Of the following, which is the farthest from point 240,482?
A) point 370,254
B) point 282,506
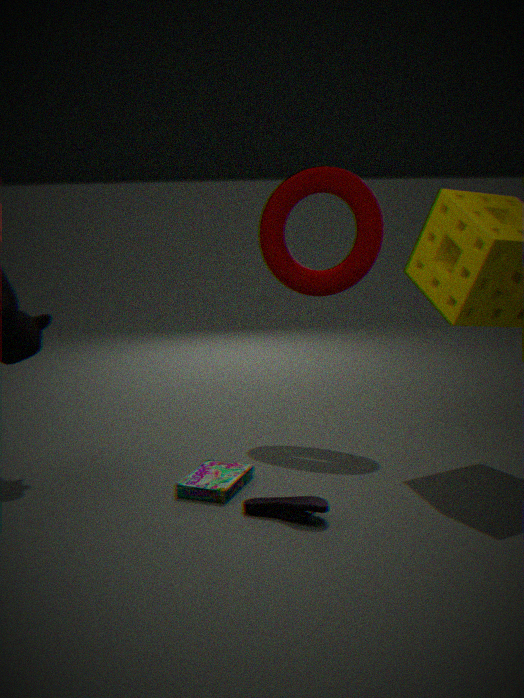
point 370,254
